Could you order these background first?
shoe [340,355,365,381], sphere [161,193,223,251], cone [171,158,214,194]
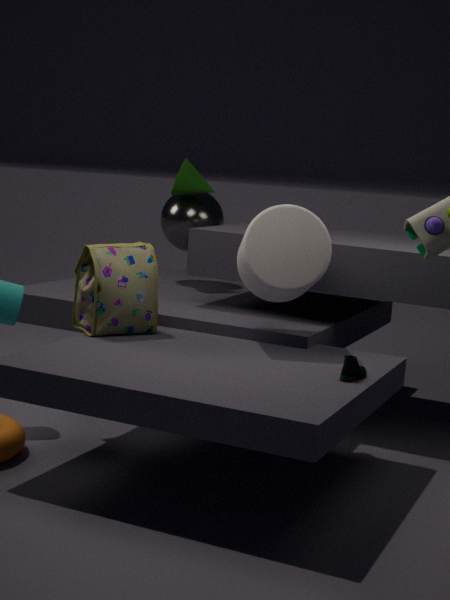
sphere [161,193,223,251]
cone [171,158,214,194]
shoe [340,355,365,381]
